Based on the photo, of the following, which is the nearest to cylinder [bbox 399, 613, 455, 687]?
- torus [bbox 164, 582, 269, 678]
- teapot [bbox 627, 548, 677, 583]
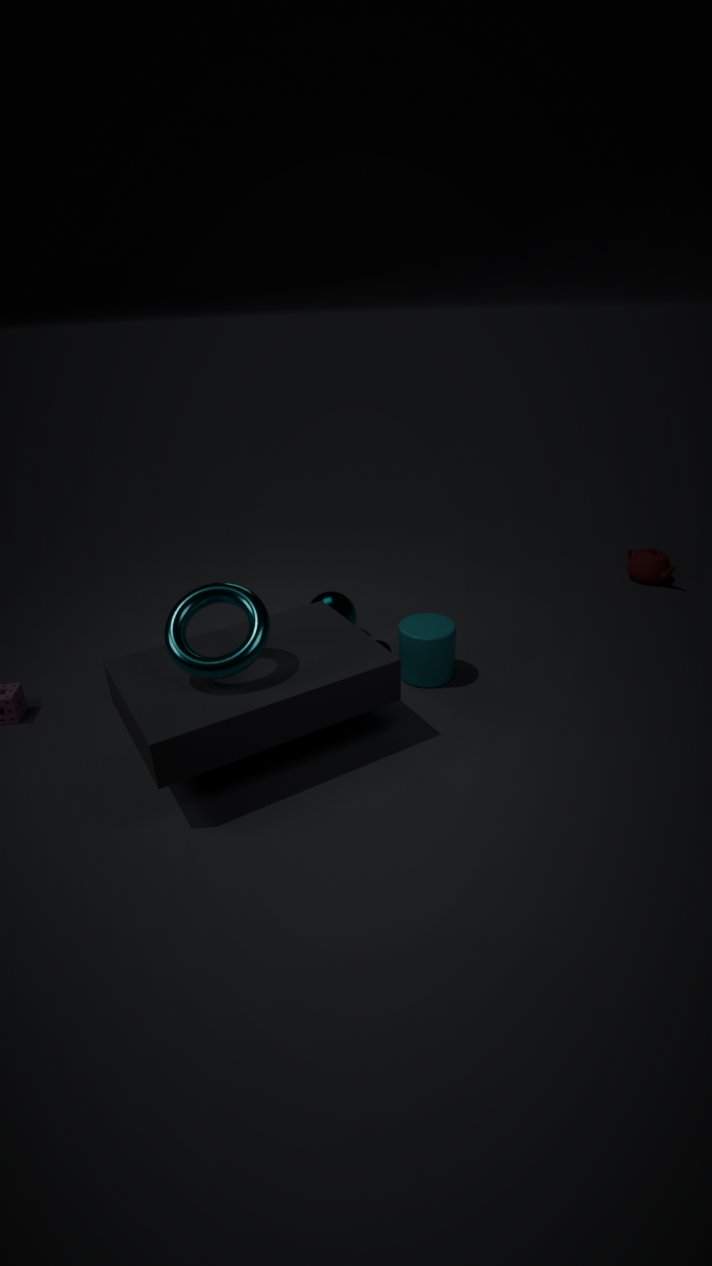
torus [bbox 164, 582, 269, 678]
